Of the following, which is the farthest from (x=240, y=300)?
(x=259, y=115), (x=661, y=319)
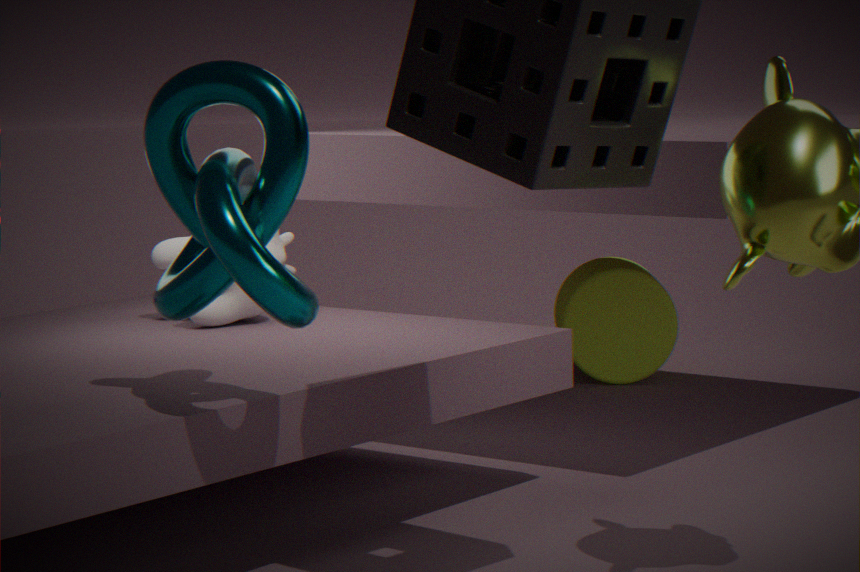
(x=661, y=319)
